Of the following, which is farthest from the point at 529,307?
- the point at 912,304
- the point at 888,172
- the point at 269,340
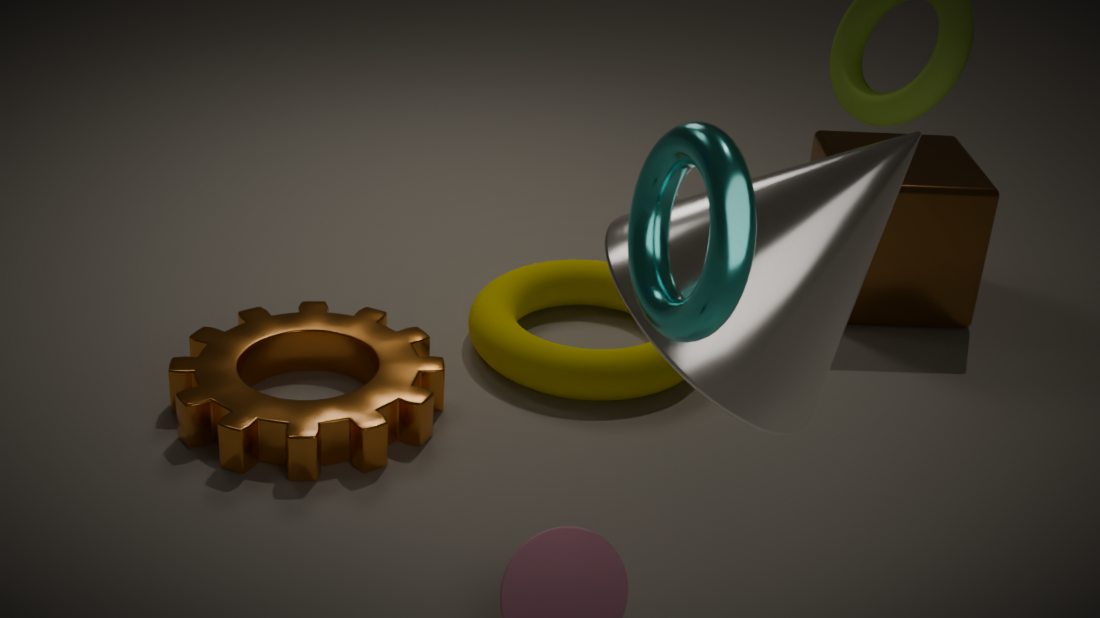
the point at 888,172
